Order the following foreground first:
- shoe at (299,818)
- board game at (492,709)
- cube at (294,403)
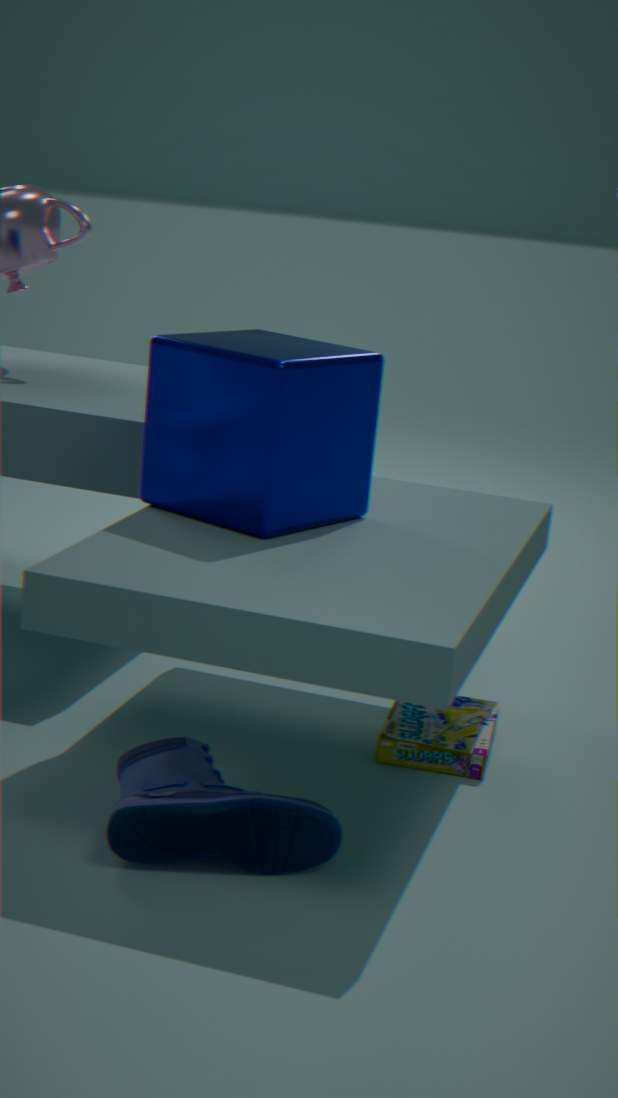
shoe at (299,818)
cube at (294,403)
board game at (492,709)
